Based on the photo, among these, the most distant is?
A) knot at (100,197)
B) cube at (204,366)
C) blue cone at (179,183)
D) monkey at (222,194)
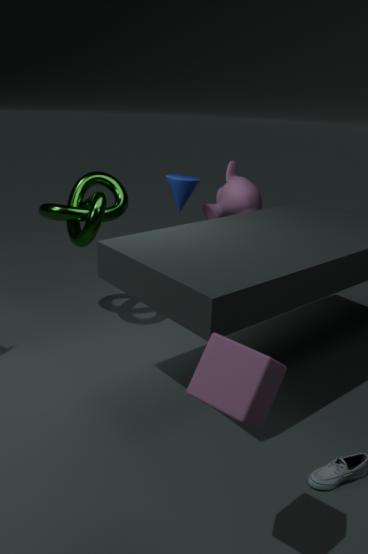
monkey at (222,194)
